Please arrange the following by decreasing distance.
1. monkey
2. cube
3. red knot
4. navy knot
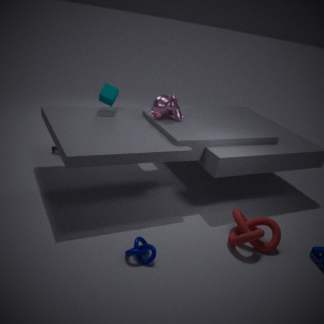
1. cube
2. monkey
3. red knot
4. navy knot
